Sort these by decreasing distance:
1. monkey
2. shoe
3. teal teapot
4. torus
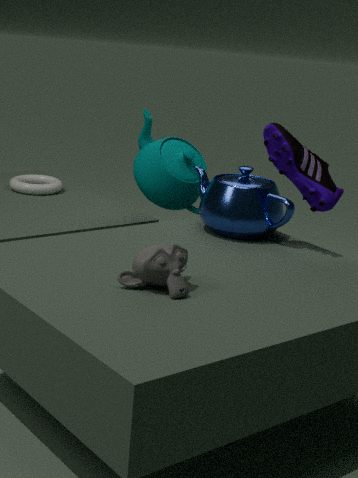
torus, teal teapot, shoe, monkey
